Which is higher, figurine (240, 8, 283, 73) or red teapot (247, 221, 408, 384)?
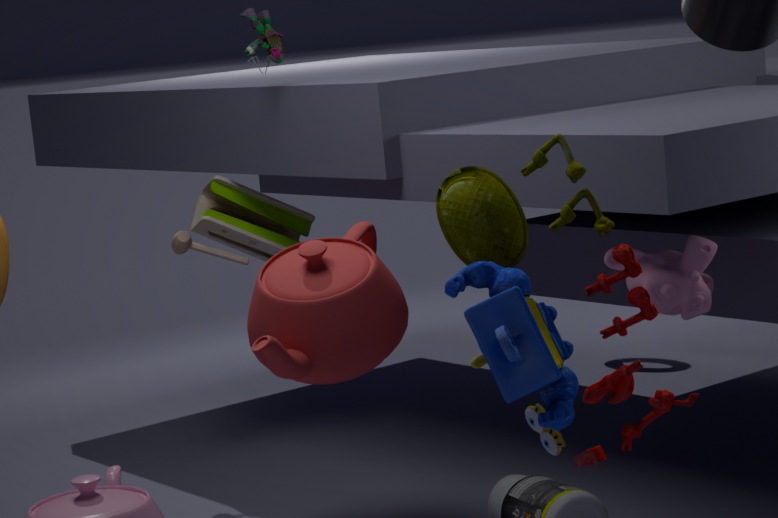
figurine (240, 8, 283, 73)
